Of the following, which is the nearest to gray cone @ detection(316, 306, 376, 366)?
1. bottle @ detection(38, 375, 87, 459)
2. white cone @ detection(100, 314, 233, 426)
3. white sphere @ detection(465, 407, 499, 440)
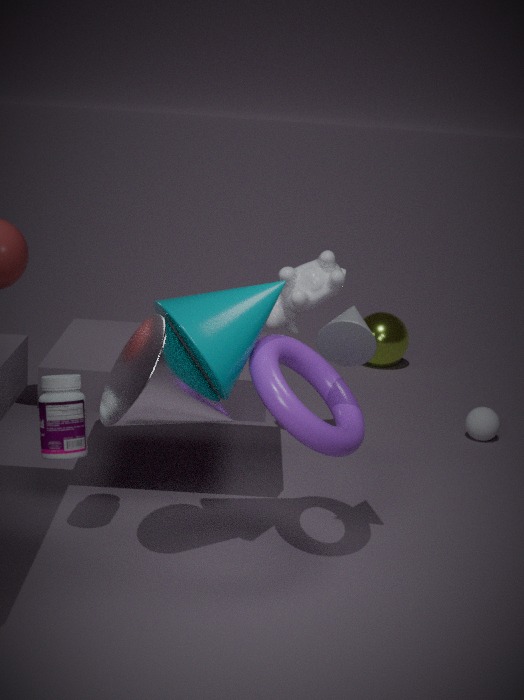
white cone @ detection(100, 314, 233, 426)
